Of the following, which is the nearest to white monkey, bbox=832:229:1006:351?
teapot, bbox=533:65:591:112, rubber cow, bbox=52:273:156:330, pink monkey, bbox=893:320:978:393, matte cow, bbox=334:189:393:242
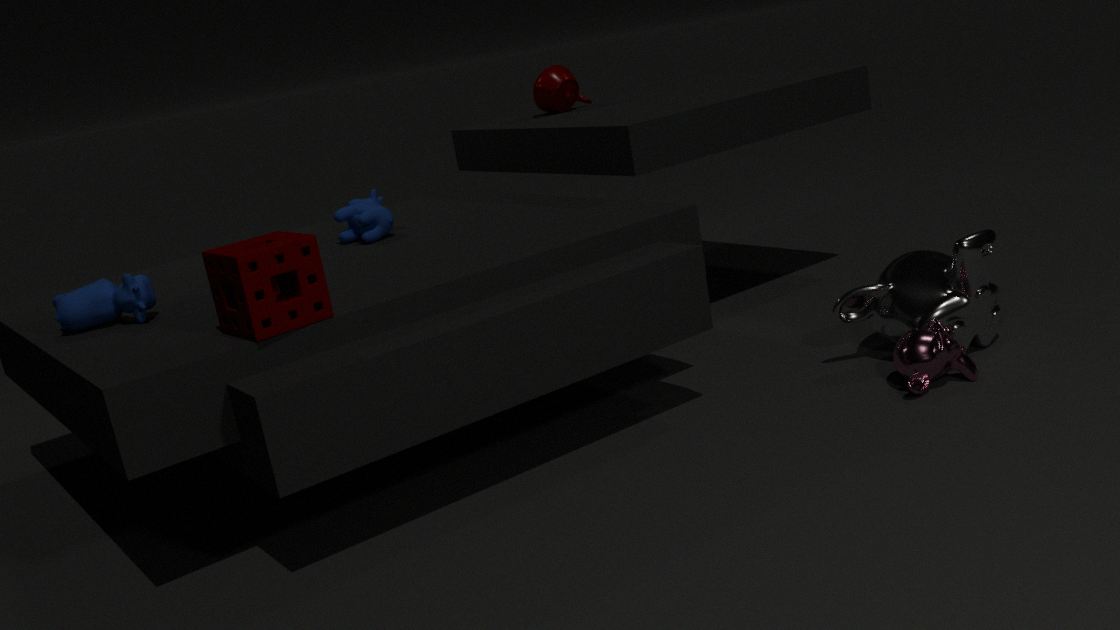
pink monkey, bbox=893:320:978:393
